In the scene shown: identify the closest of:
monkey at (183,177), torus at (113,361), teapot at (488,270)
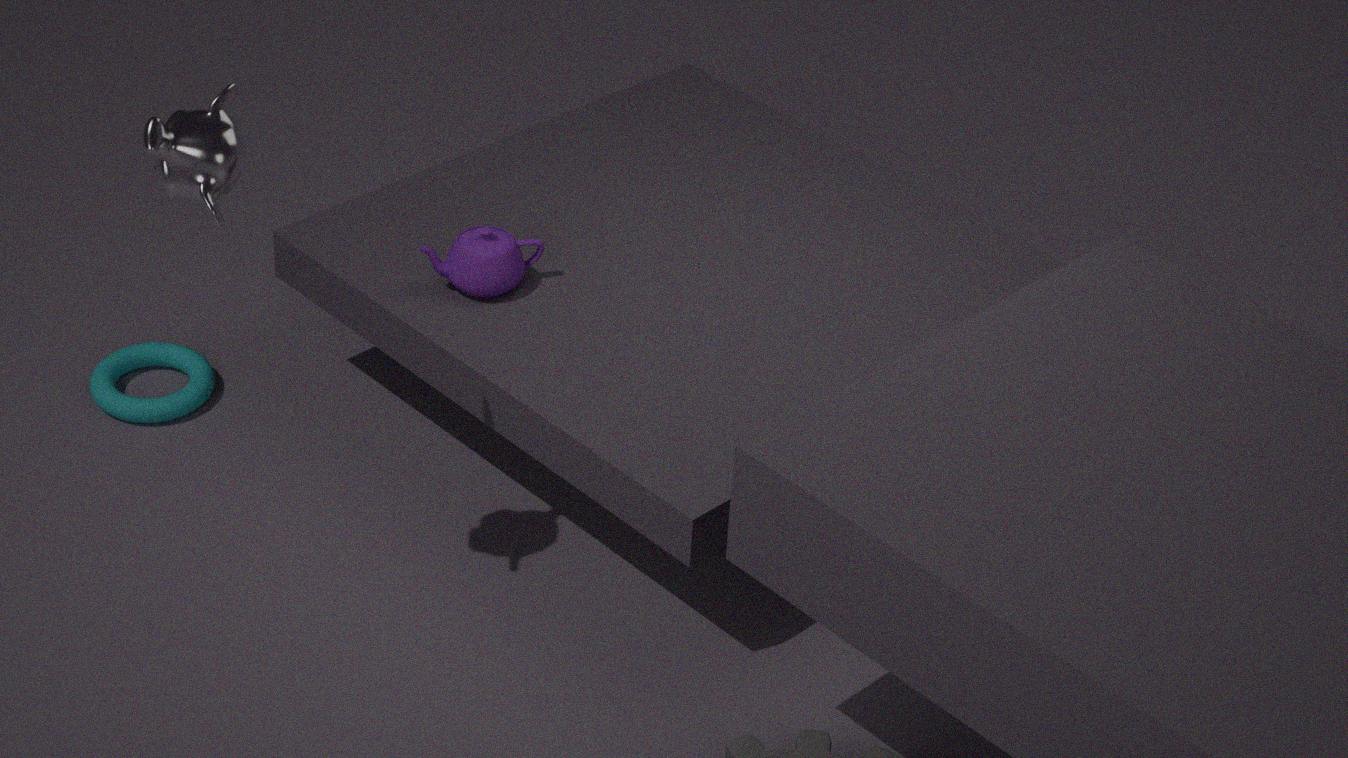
monkey at (183,177)
